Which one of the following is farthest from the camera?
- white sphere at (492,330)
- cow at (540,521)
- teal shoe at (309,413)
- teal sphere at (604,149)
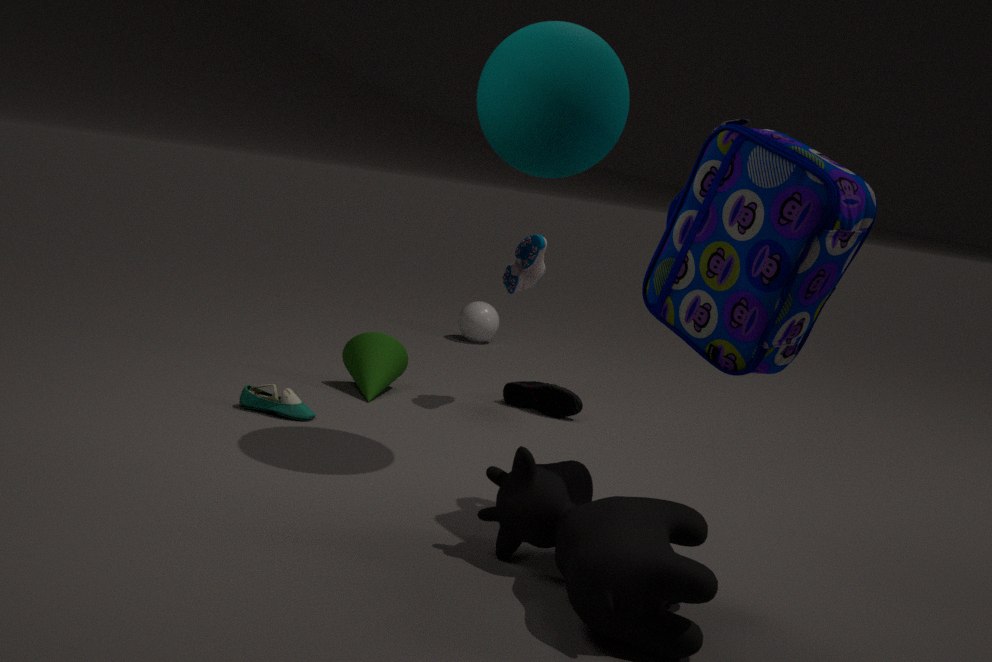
white sphere at (492,330)
